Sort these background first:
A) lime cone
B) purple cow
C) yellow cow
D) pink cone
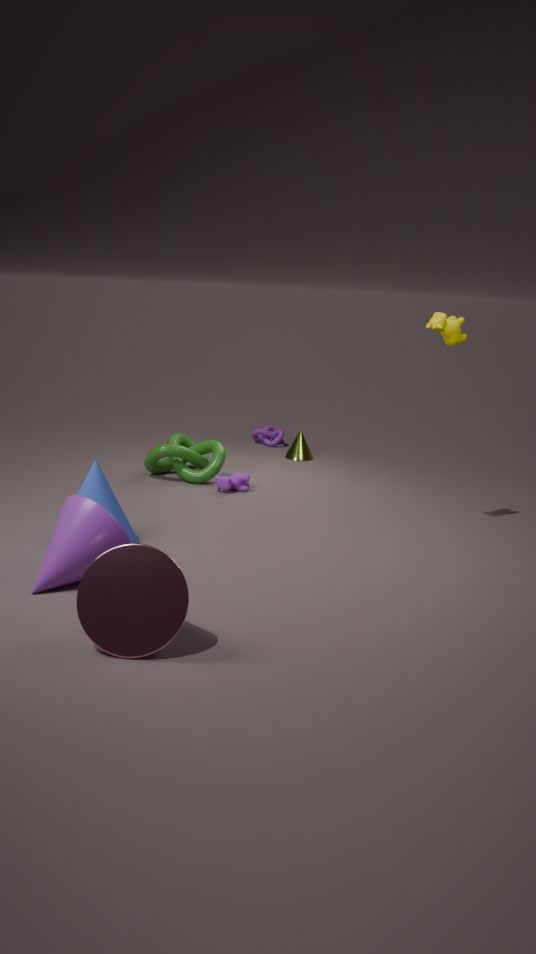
lime cone
purple cow
yellow cow
pink cone
